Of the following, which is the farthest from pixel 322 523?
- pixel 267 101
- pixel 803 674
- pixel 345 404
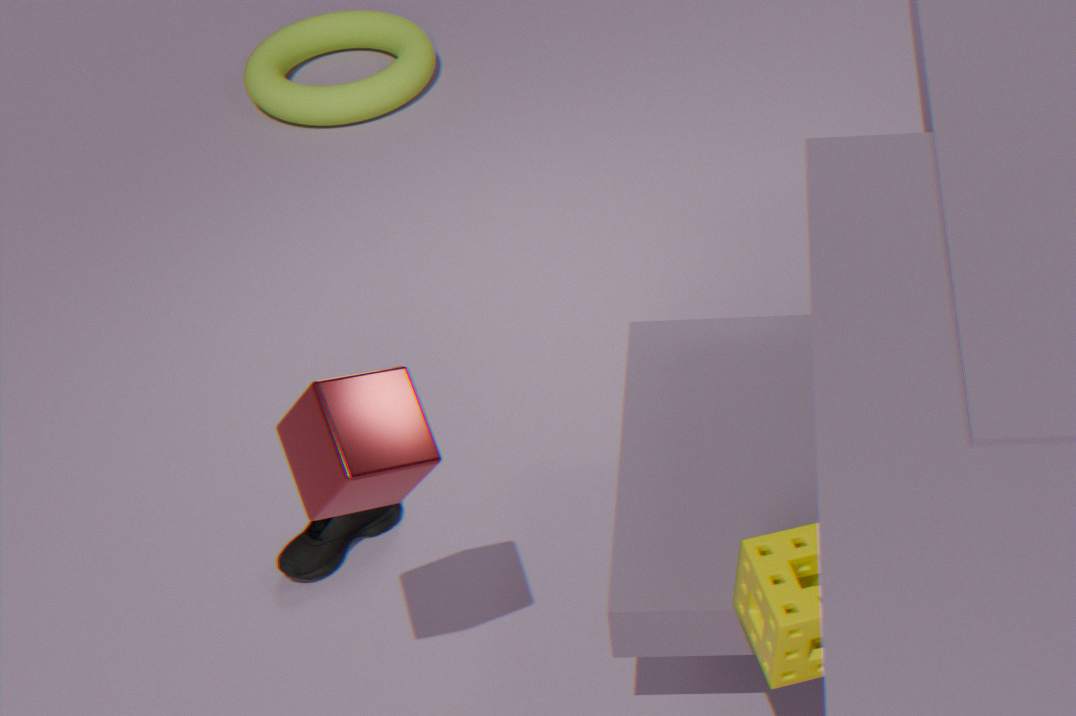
pixel 267 101
